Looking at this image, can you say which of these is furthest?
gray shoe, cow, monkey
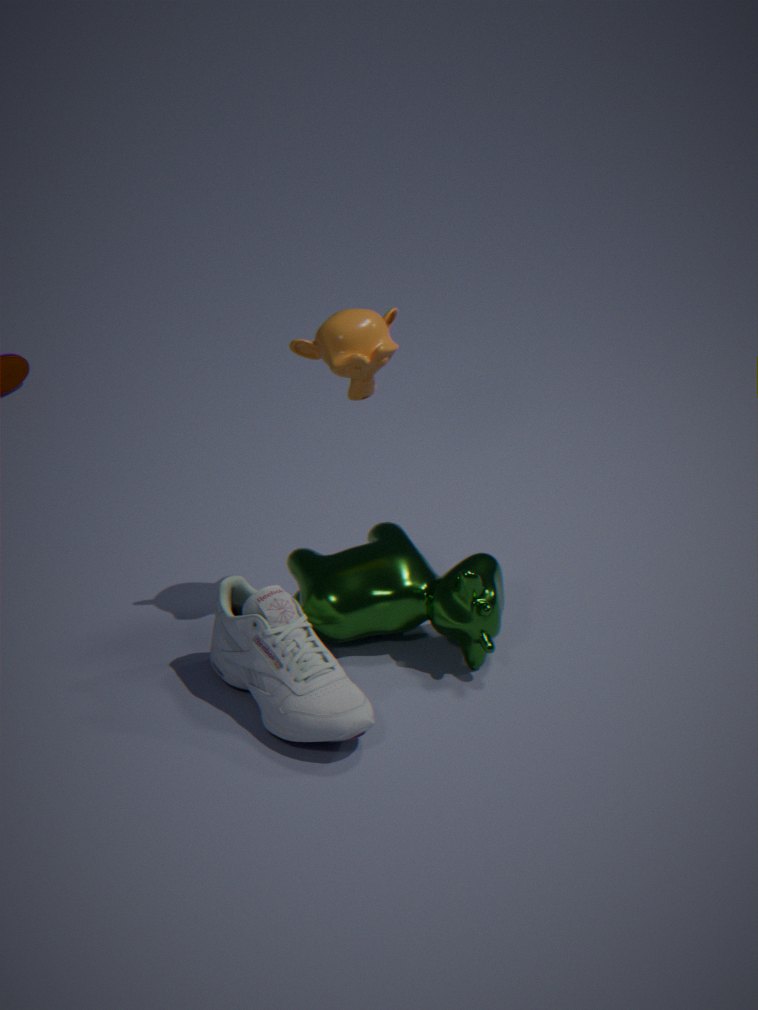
cow
